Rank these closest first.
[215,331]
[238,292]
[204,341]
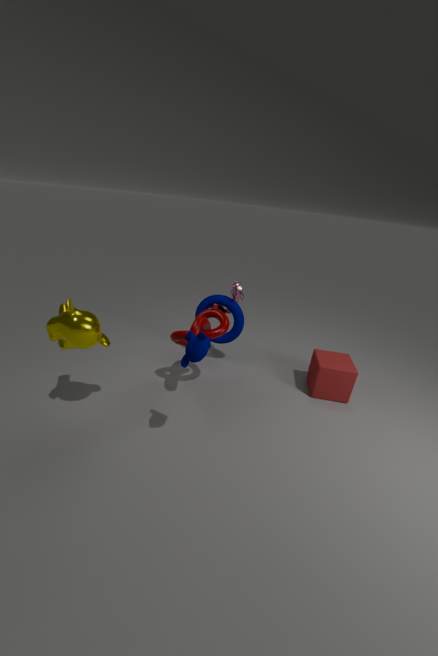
[204,341], [215,331], [238,292]
